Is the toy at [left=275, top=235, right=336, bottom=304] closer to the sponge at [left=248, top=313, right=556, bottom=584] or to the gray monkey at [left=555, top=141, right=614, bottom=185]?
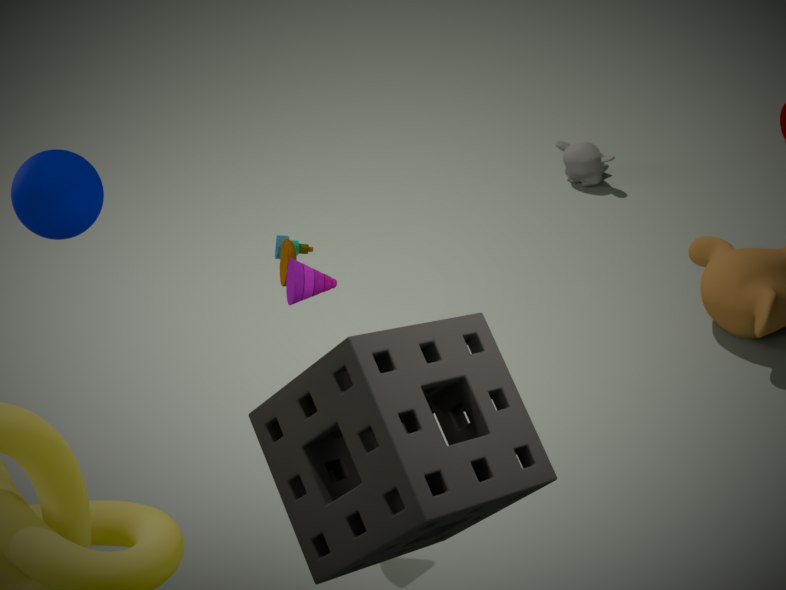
the sponge at [left=248, top=313, right=556, bottom=584]
